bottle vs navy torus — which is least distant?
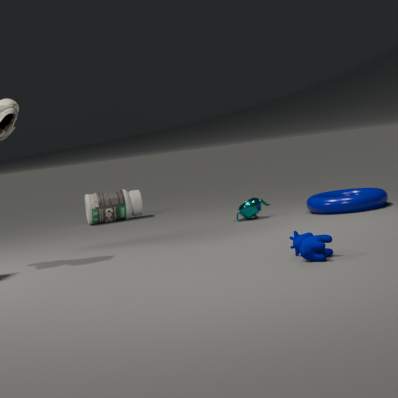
navy torus
